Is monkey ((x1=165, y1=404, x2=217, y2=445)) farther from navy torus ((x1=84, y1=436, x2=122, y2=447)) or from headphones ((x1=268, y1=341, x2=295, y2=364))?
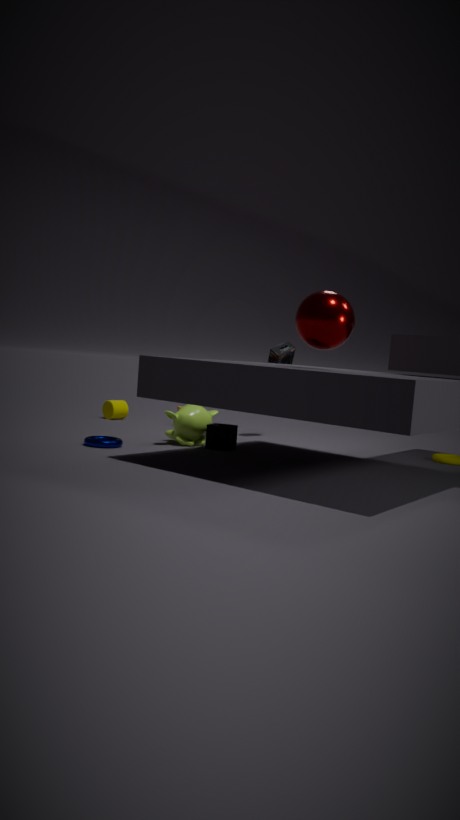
headphones ((x1=268, y1=341, x2=295, y2=364))
